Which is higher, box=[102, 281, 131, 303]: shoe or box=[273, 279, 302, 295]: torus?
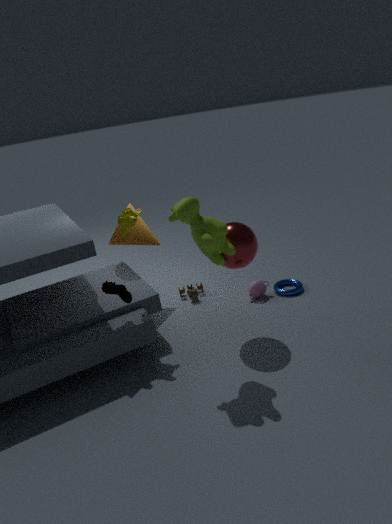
box=[102, 281, 131, 303]: shoe
